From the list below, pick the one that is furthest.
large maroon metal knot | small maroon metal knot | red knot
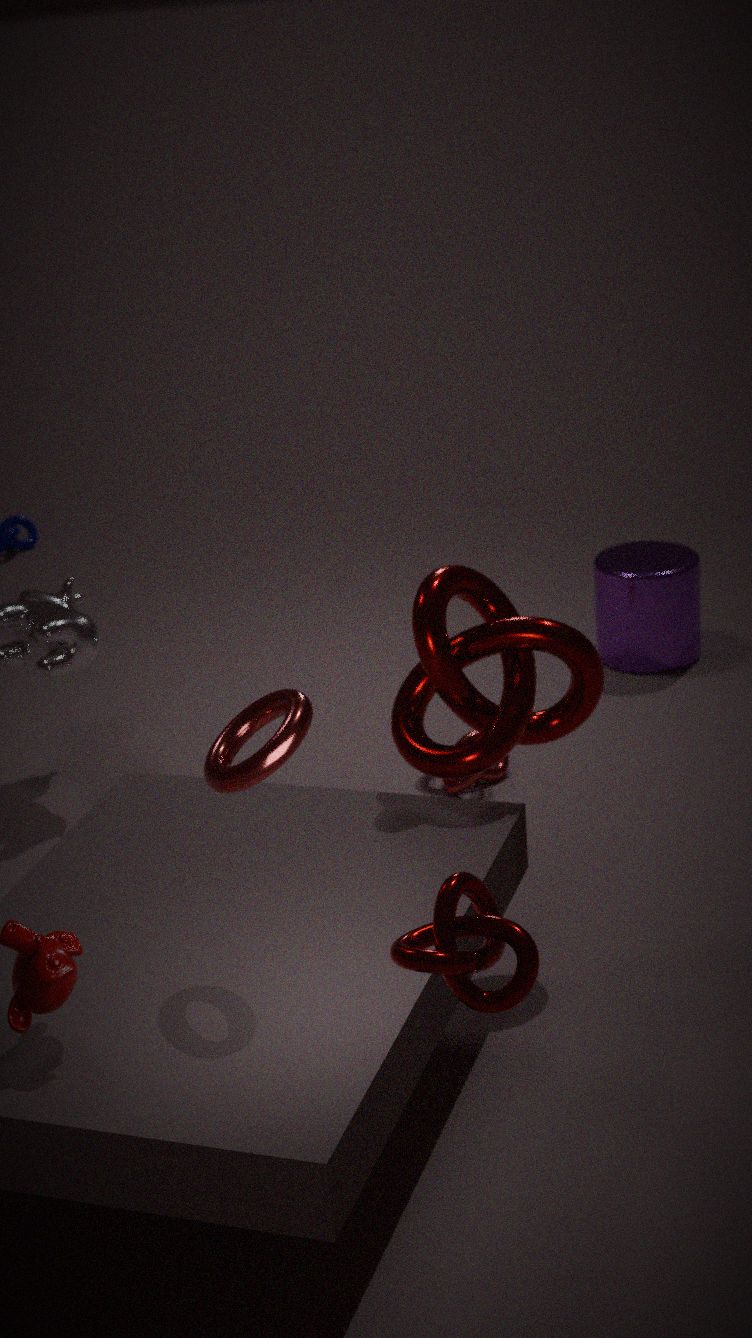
red knot
